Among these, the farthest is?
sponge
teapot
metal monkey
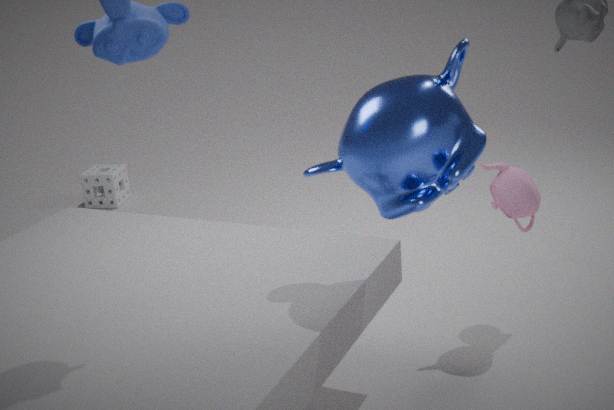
sponge
